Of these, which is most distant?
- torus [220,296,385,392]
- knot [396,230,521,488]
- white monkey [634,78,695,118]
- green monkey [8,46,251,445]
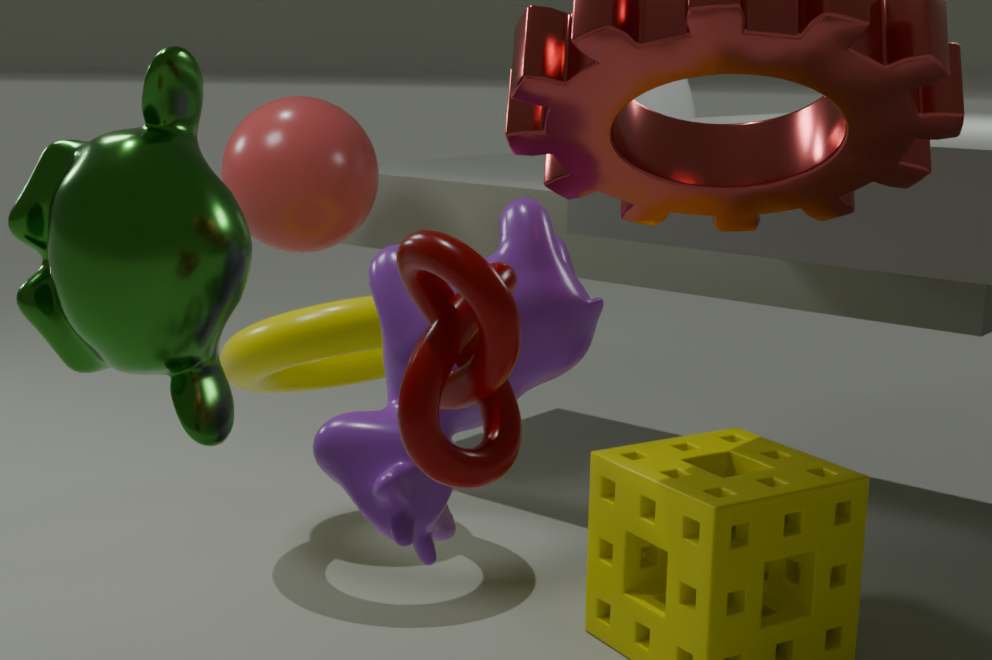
white monkey [634,78,695,118]
